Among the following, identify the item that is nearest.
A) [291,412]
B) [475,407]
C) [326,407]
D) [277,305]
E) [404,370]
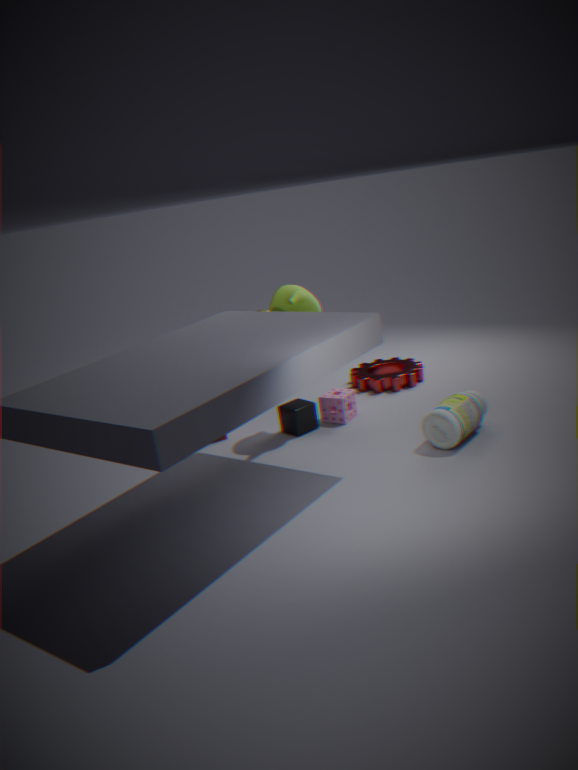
[475,407]
